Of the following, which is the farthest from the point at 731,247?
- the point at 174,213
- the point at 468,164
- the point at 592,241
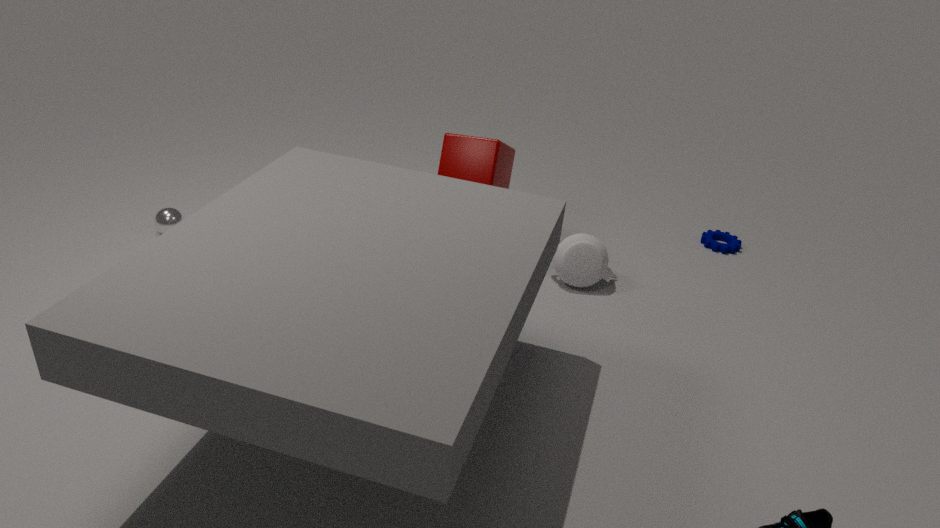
the point at 174,213
